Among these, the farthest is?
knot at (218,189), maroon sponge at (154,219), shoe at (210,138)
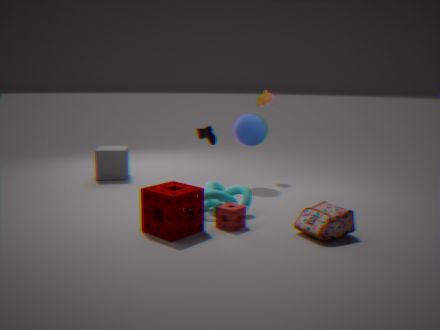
shoe at (210,138)
